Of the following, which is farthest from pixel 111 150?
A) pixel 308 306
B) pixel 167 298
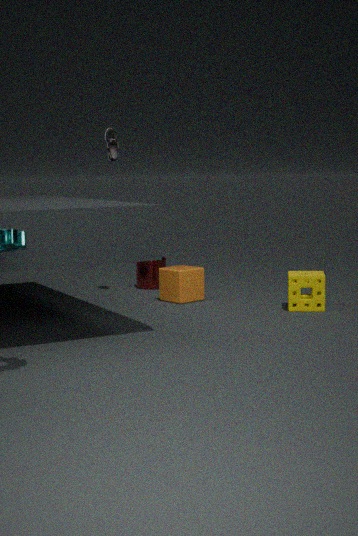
A: pixel 308 306
